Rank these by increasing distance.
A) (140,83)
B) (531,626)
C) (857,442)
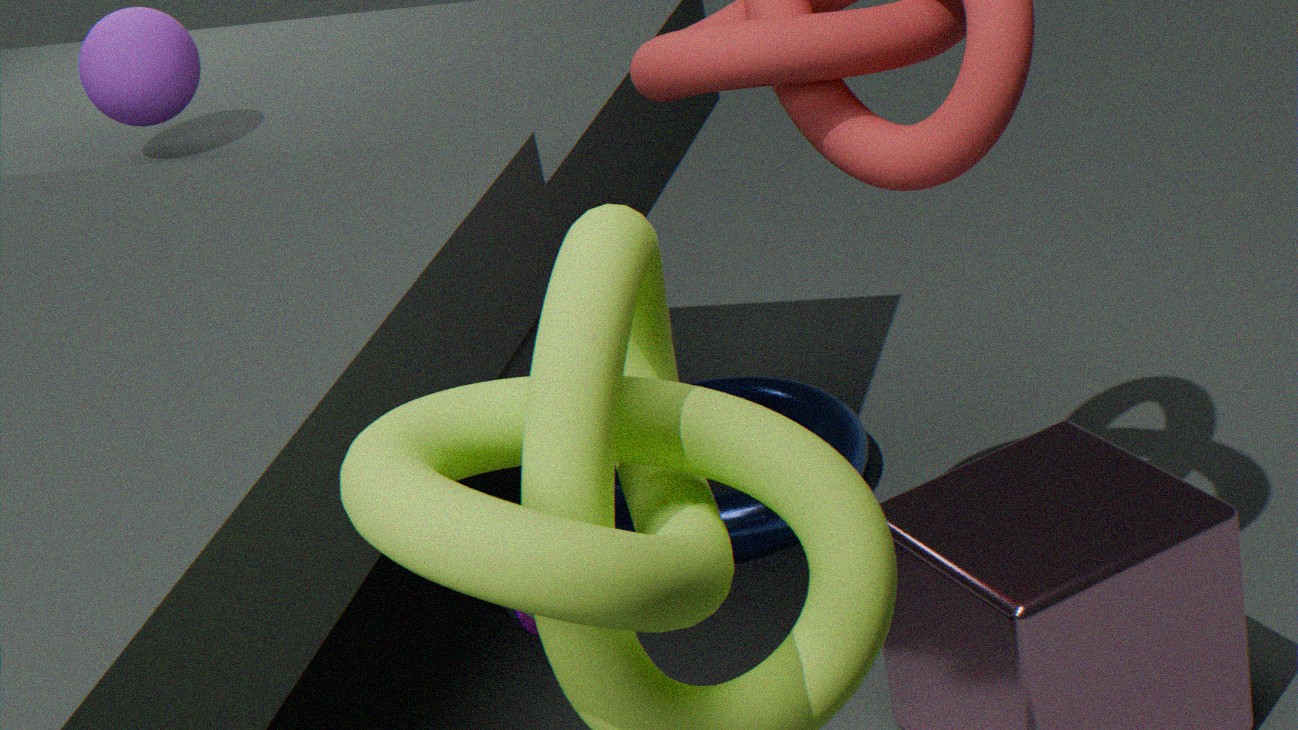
(531,626) < (140,83) < (857,442)
